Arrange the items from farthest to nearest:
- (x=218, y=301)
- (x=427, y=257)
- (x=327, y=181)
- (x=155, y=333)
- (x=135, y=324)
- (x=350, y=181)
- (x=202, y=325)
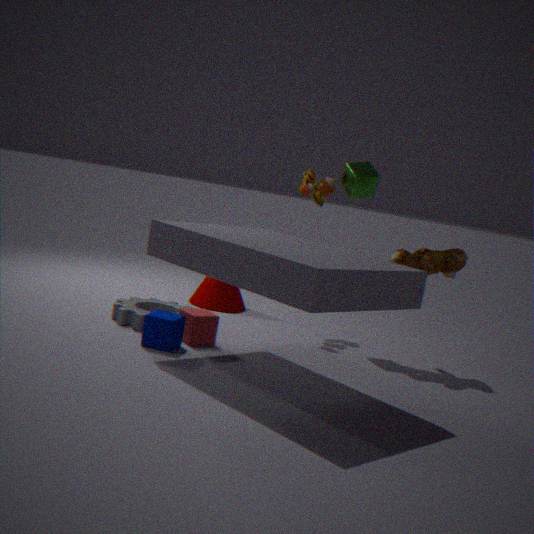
(x=218, y=301) < (x=327, y=181) < (x=350, y=181) < (x=427, y=257) < (x=135, y=324) < (x=202, y=325) < (x=155, y=333)
